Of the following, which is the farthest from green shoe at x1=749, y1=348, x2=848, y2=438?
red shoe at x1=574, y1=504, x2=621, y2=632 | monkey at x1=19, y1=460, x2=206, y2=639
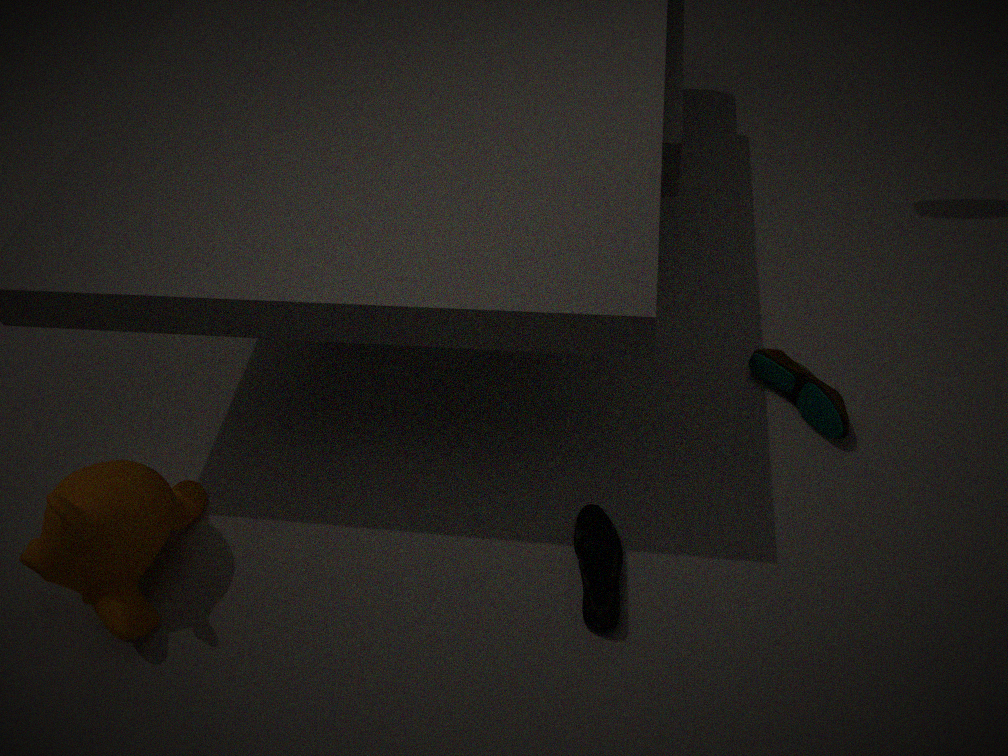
monkey at x1=19, y1=460, x2=206, y2=639
